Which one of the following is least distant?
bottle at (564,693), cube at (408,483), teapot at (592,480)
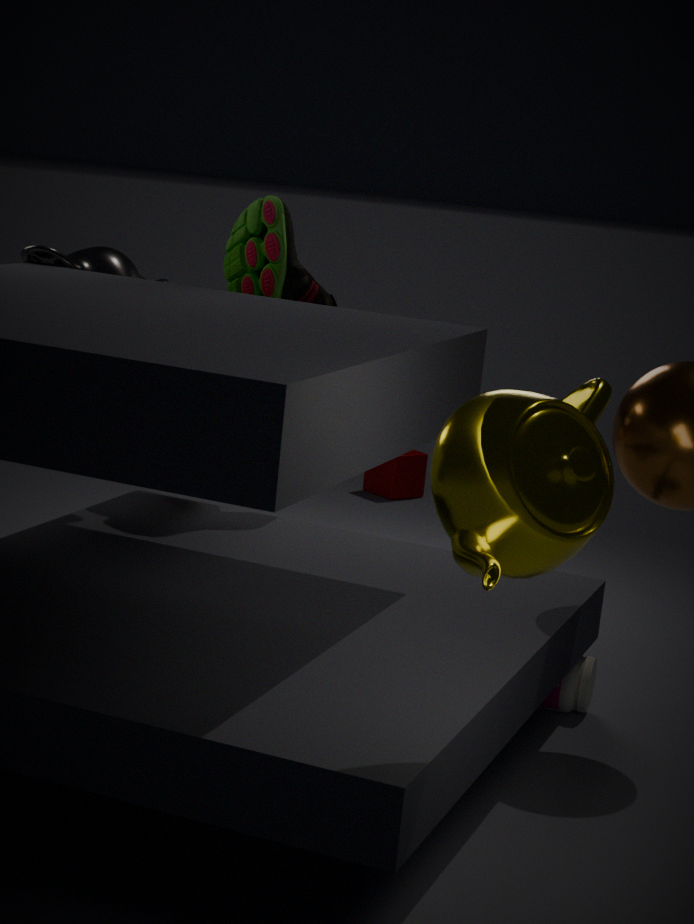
teapot at (592,480)
